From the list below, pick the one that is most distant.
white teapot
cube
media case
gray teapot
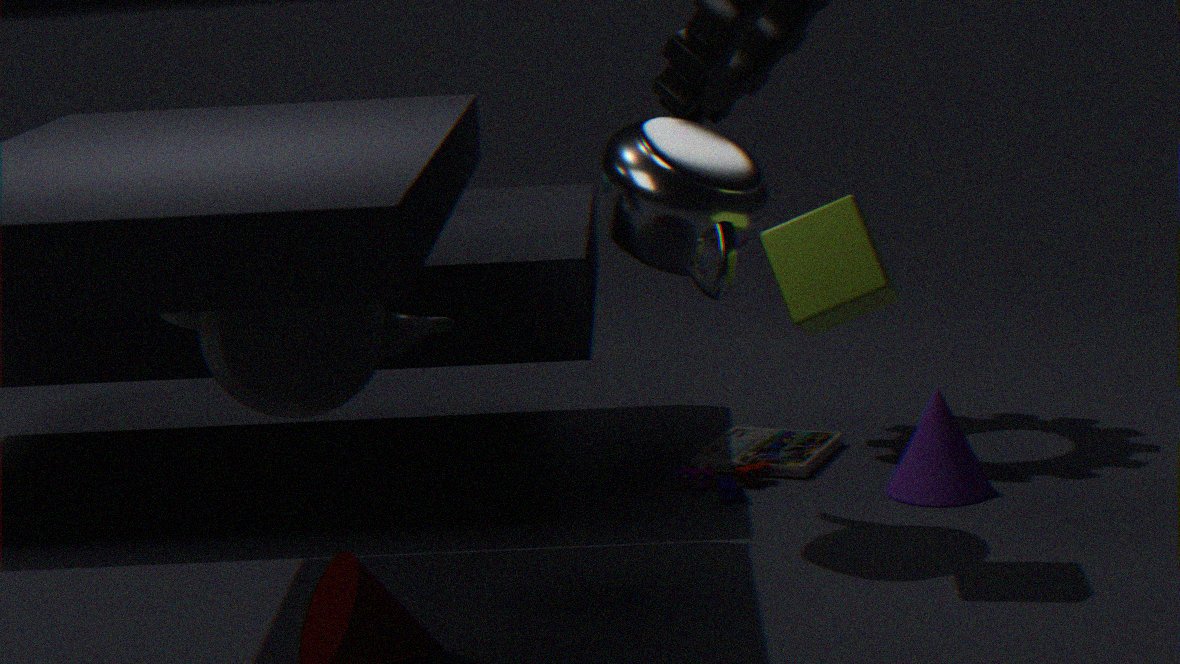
media case
